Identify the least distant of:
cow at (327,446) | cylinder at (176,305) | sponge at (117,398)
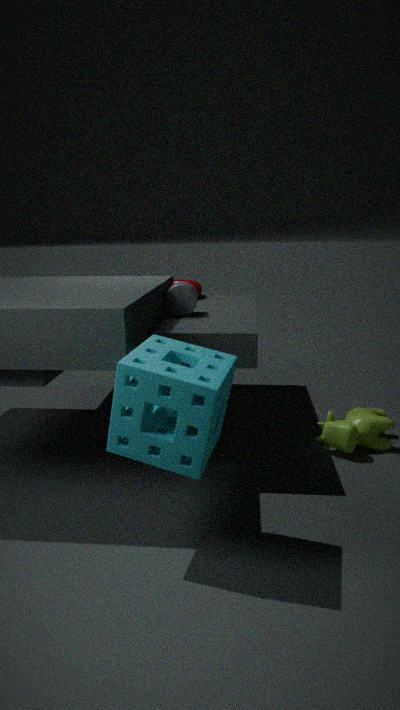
sponge at (117,398)
